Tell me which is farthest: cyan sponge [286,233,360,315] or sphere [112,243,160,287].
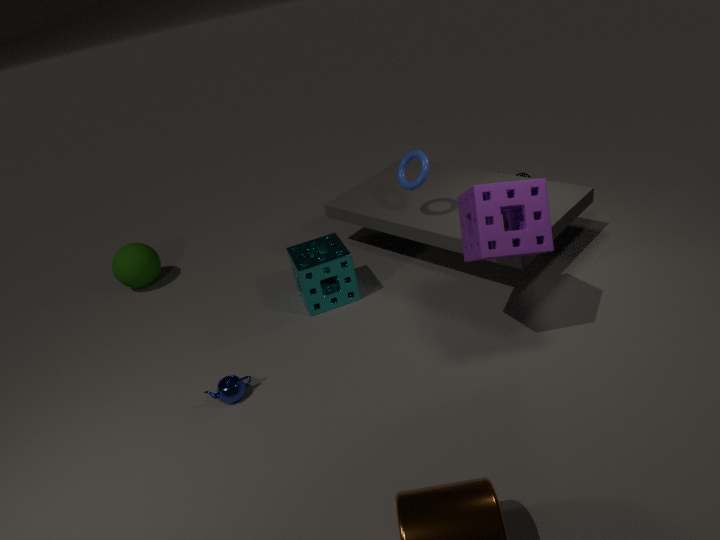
sphere [112,243,160,287]
